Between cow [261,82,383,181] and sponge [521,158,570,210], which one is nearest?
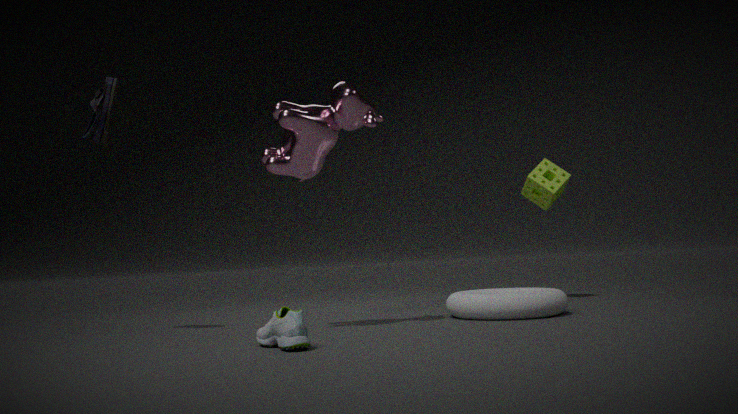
cow [261,82,383,181]
